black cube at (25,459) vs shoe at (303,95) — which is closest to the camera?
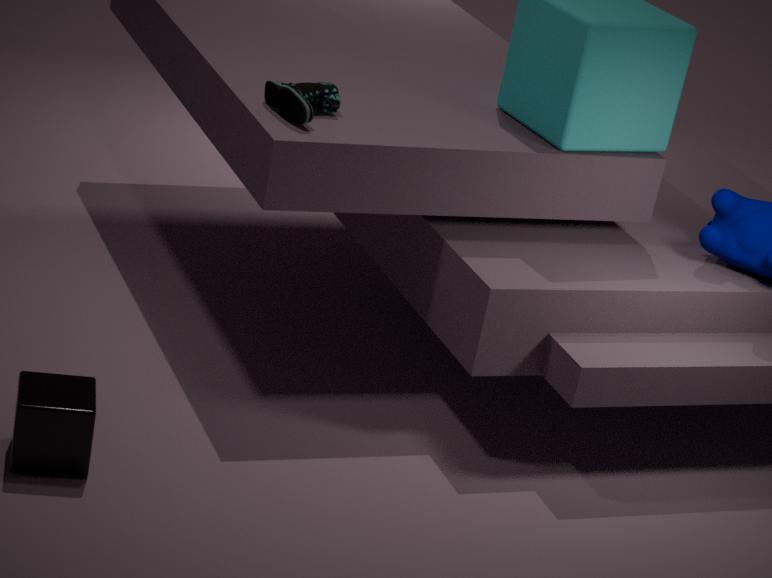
black cube at (25,459)
